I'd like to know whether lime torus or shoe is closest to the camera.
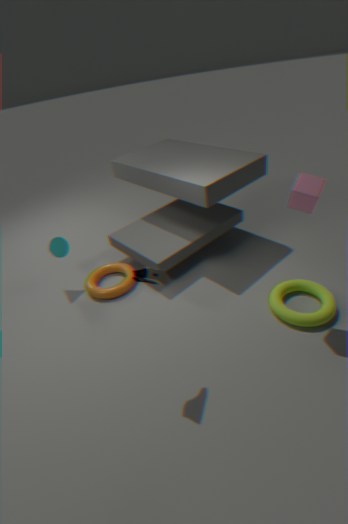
shoe
